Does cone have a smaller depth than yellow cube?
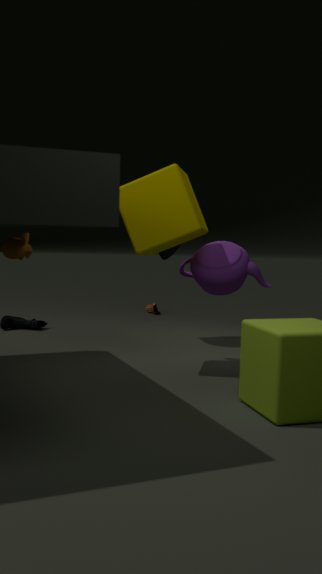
No
